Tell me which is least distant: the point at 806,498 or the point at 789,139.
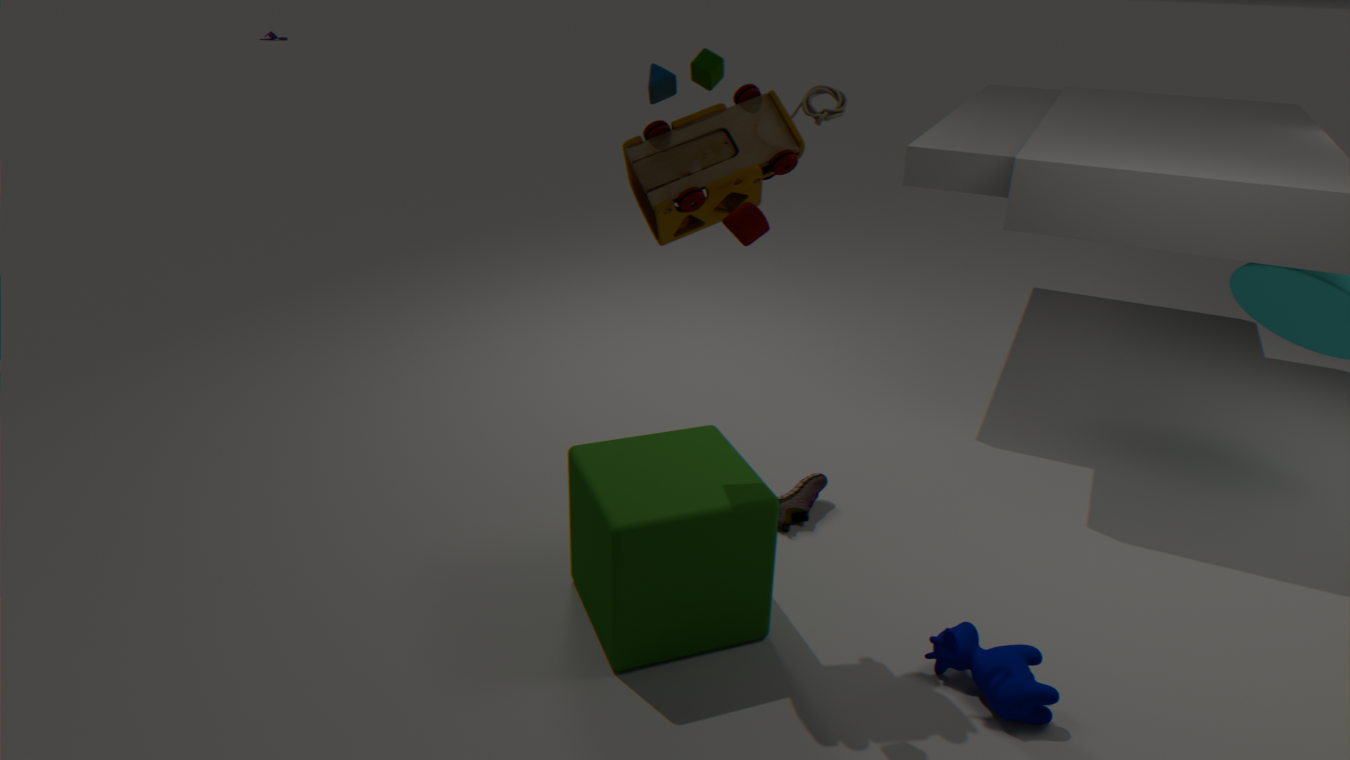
the point at 789,139
